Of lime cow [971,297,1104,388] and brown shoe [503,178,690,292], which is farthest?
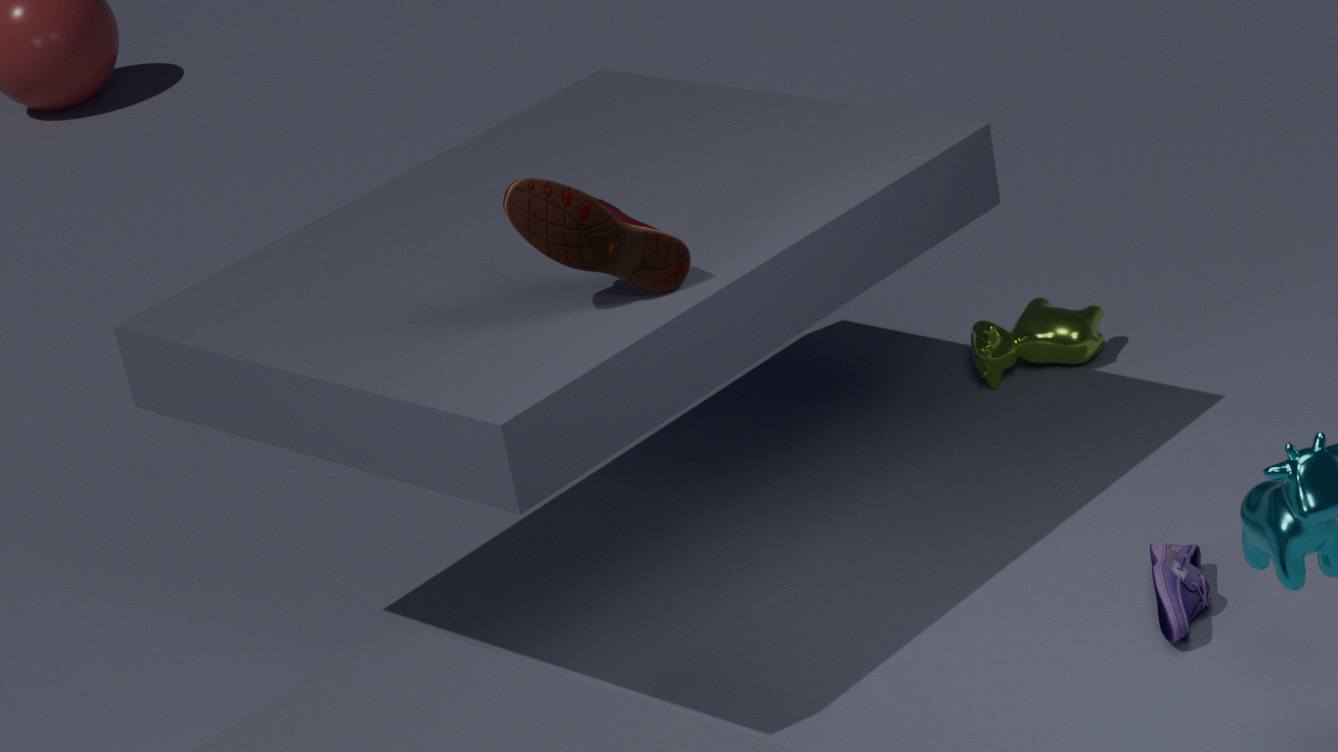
lime cow [971,297,1104,388]
